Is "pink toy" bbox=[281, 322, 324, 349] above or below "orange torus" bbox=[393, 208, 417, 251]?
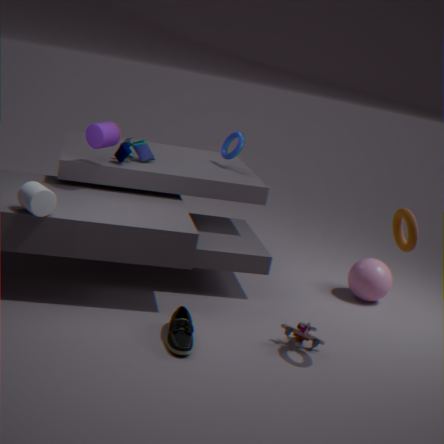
below
